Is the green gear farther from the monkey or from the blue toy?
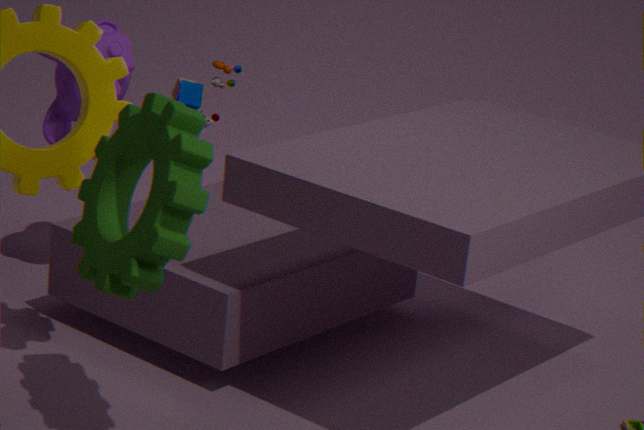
the blue toy
